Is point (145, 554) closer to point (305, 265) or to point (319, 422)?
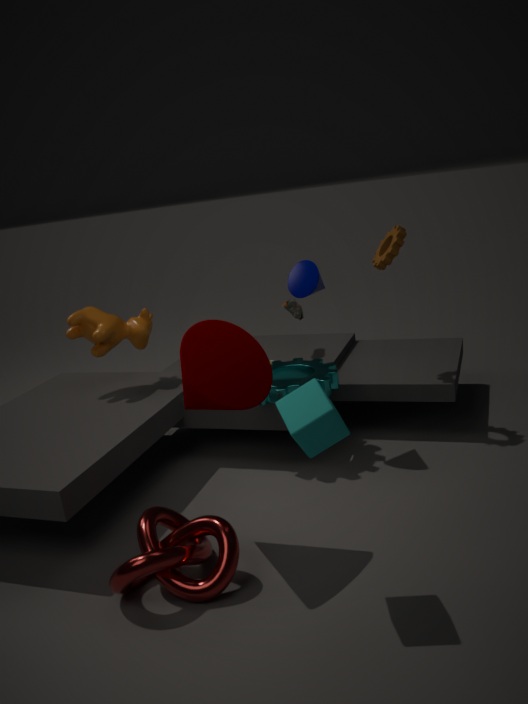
point (319, 422)
